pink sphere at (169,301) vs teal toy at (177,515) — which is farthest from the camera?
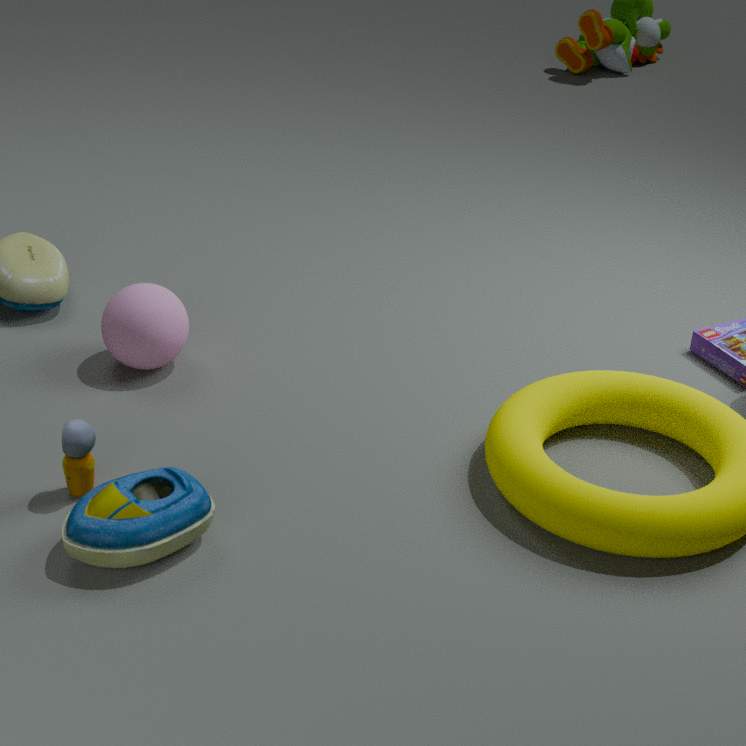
pink sphere at (169,301)
